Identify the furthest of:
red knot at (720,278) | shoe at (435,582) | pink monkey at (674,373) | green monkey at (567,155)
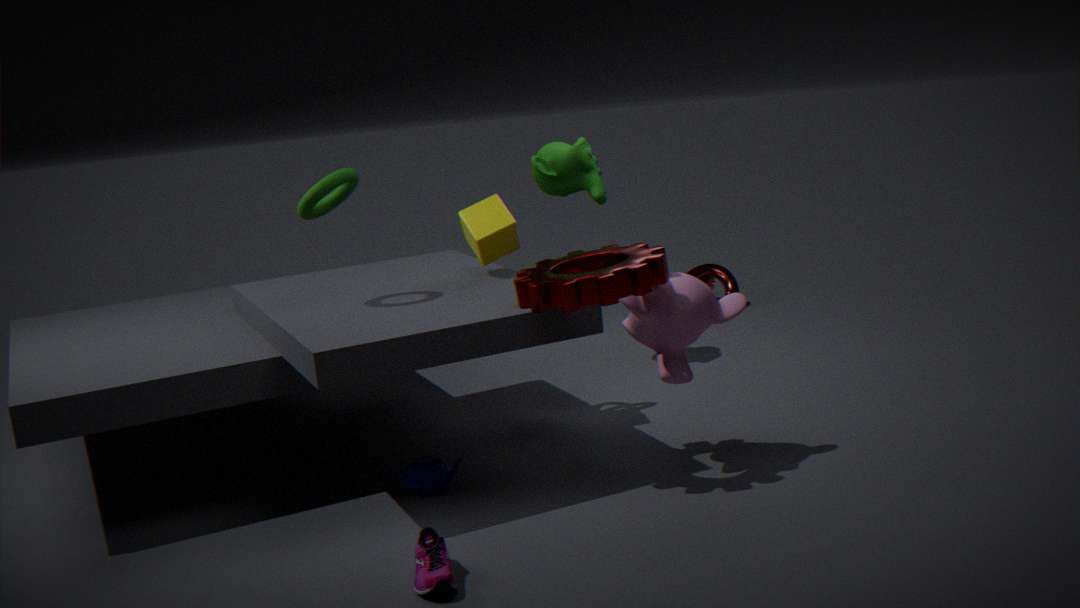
red knot at (720,278)
